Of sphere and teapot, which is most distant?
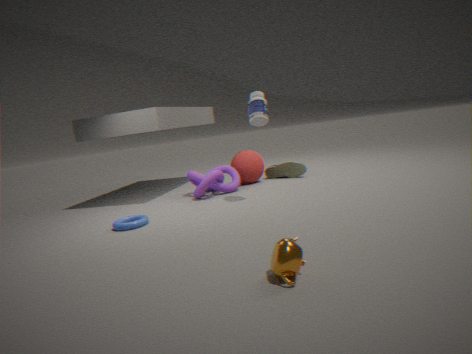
sphere
